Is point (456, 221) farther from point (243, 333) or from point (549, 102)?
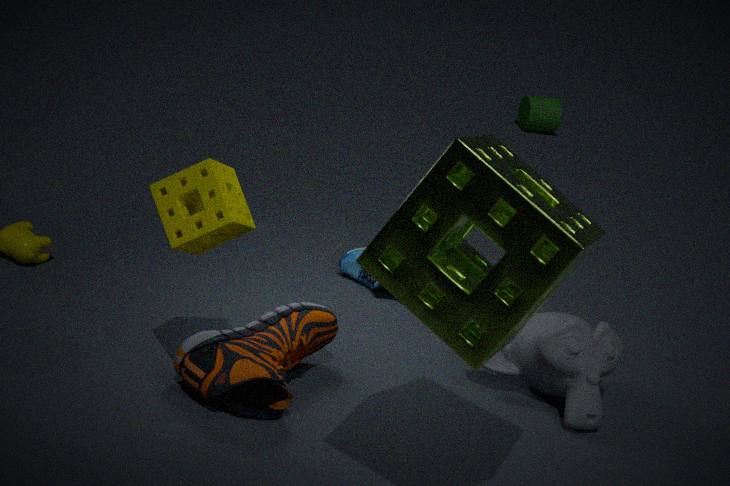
point (549, 102)
